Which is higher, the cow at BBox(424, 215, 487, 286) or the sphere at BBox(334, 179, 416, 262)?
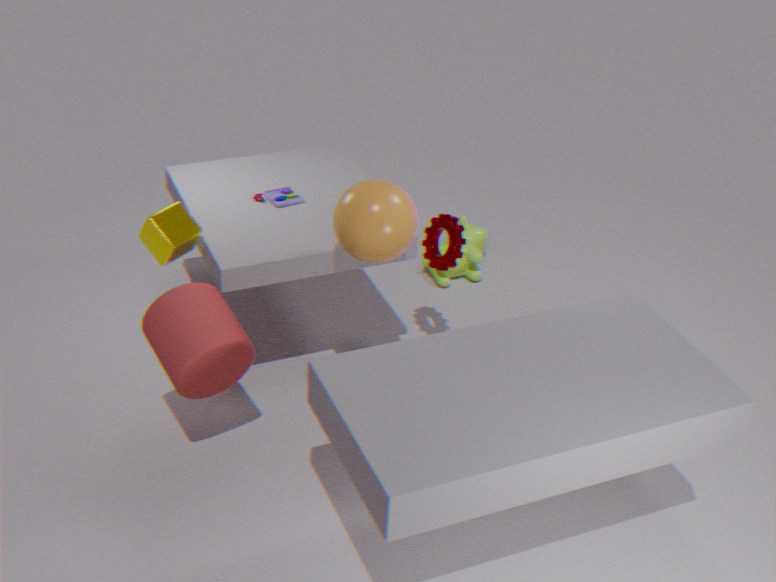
the sphere at BBox(334, 179, 416, 262)
